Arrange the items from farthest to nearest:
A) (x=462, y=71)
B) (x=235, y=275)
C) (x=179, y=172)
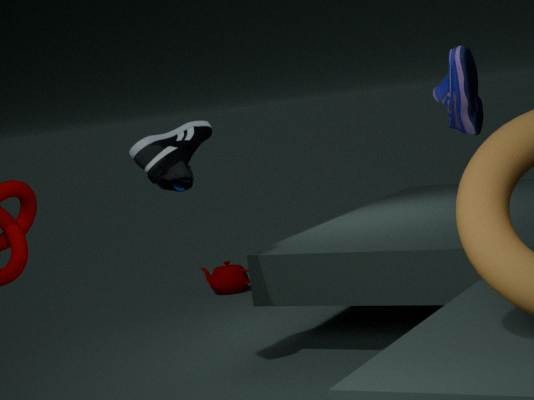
(x=235, y=275), (x=179, y=172), (x=462, y=71)
